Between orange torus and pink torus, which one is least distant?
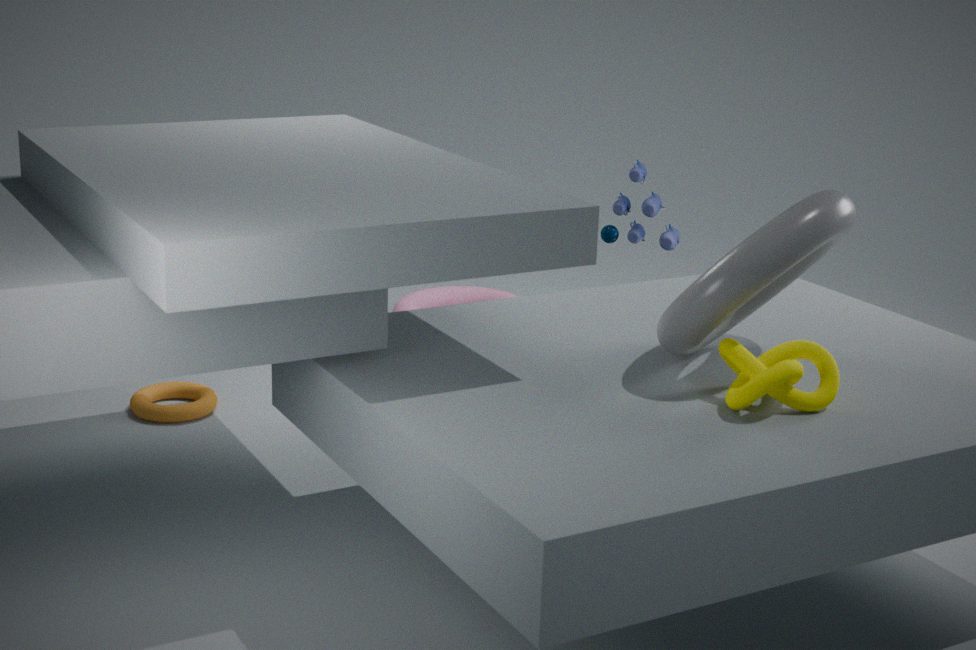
orange torus
